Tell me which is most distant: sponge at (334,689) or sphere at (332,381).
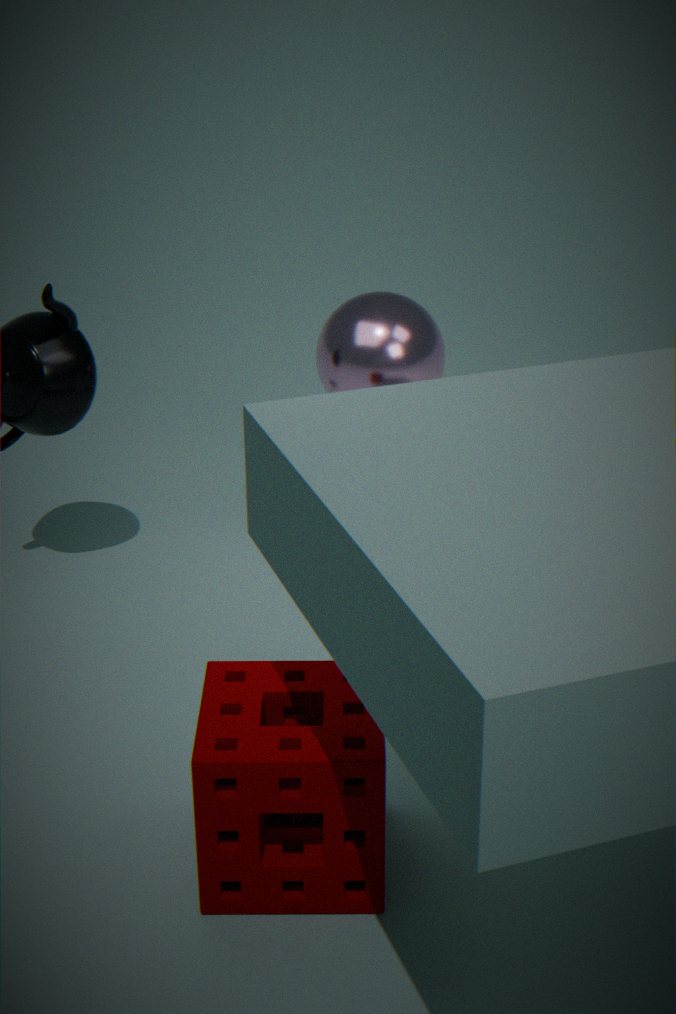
sphere at (332,381)
